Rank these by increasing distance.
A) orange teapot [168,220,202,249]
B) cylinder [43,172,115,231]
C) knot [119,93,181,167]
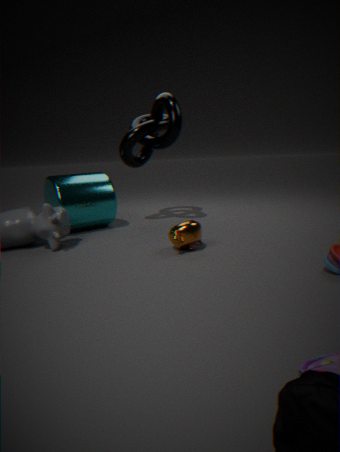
orange teapot [168,220,202,249], cylinder [43,172,115,231], knot [119,93,181,167]
